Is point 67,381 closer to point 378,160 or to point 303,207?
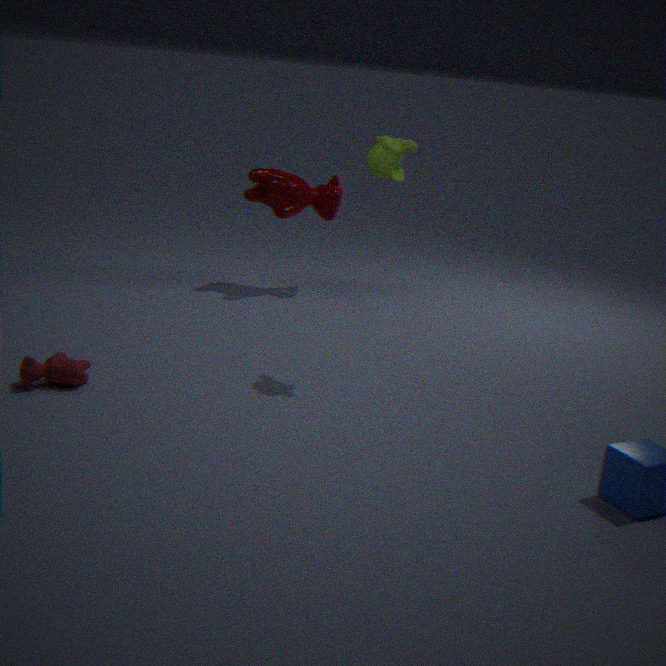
point 378,160
